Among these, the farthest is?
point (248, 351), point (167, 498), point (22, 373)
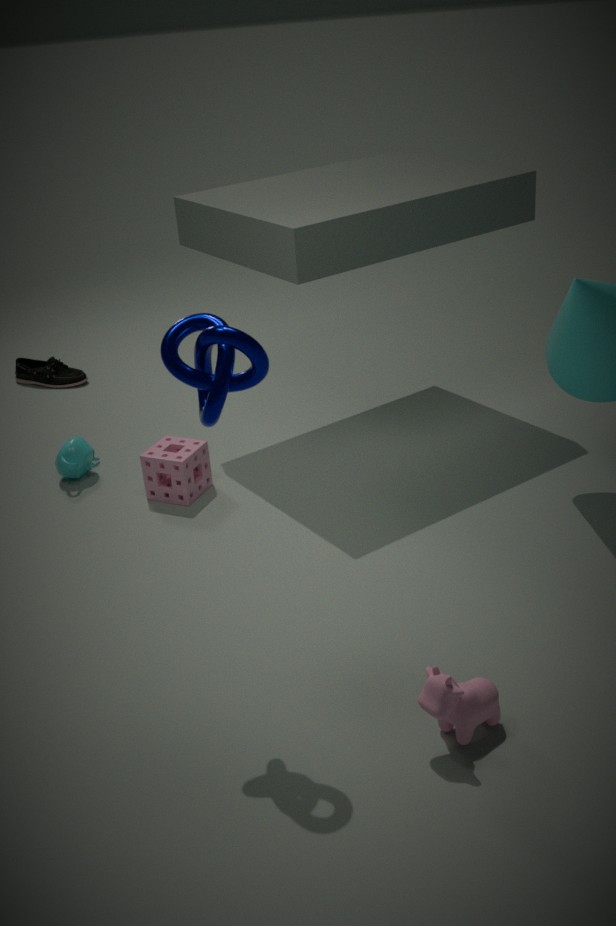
point (22, 373)
